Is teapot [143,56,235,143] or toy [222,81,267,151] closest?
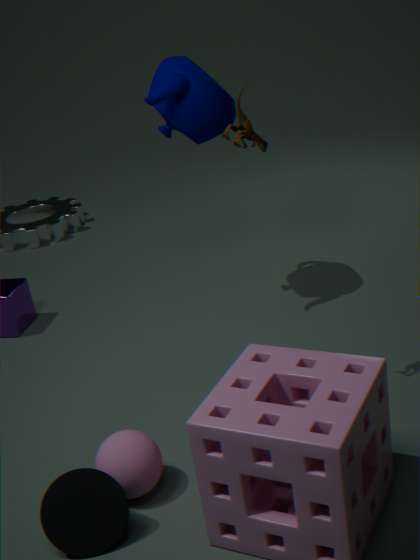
toy [222,81,267,151]
